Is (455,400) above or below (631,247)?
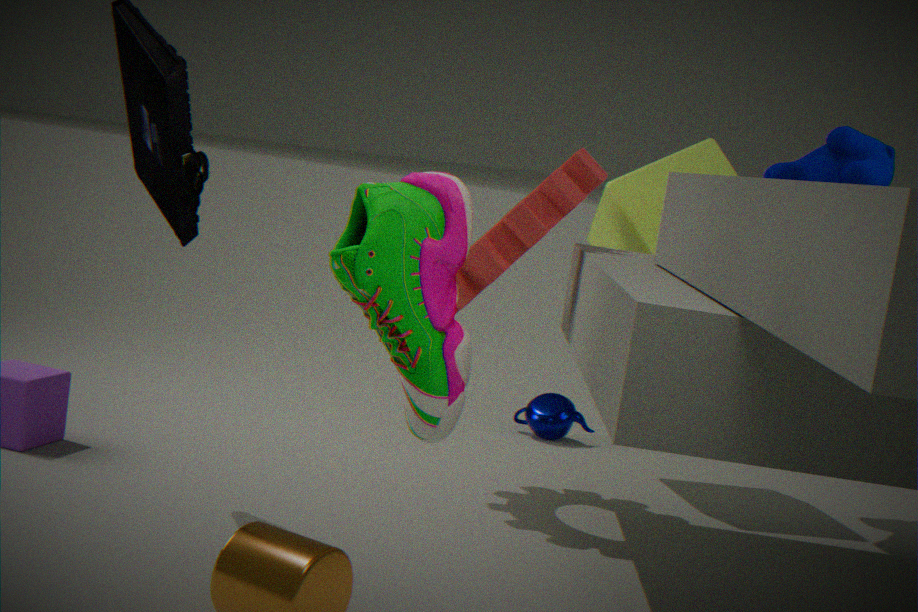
below
